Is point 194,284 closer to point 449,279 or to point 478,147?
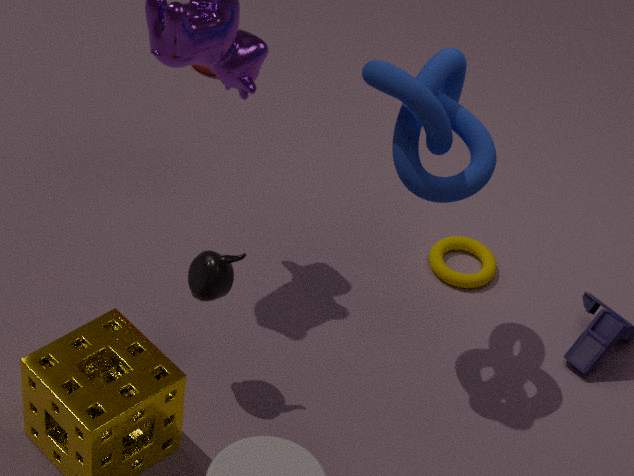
point 478,147
